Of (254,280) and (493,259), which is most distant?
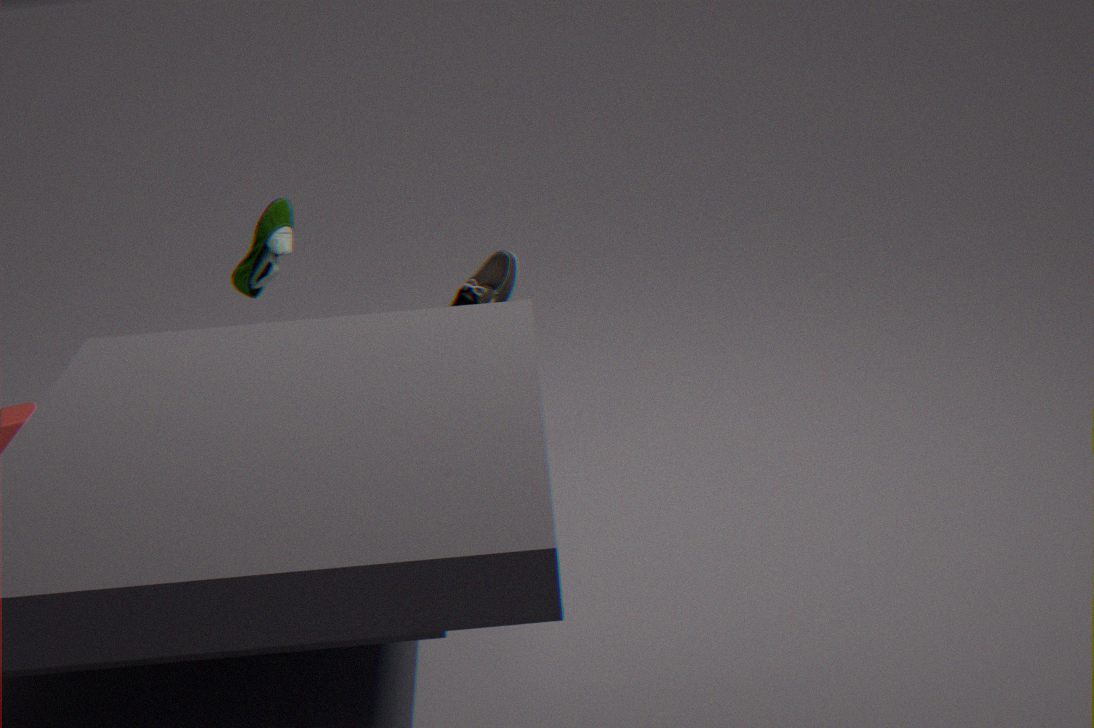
(493,259)
